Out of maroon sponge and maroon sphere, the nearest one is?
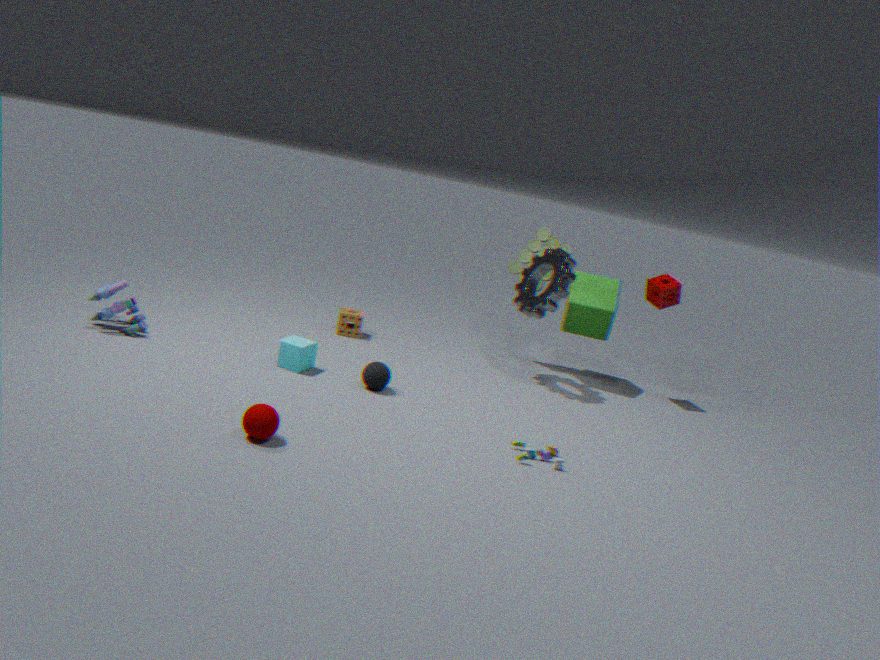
maroon sphere
